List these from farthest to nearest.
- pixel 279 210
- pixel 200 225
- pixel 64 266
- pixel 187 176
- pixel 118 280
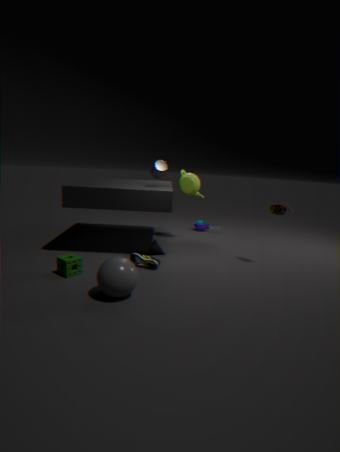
pixel 200 225, pixel 187 176, pixel 279 210, pixel 64 266, pixel 118 280
